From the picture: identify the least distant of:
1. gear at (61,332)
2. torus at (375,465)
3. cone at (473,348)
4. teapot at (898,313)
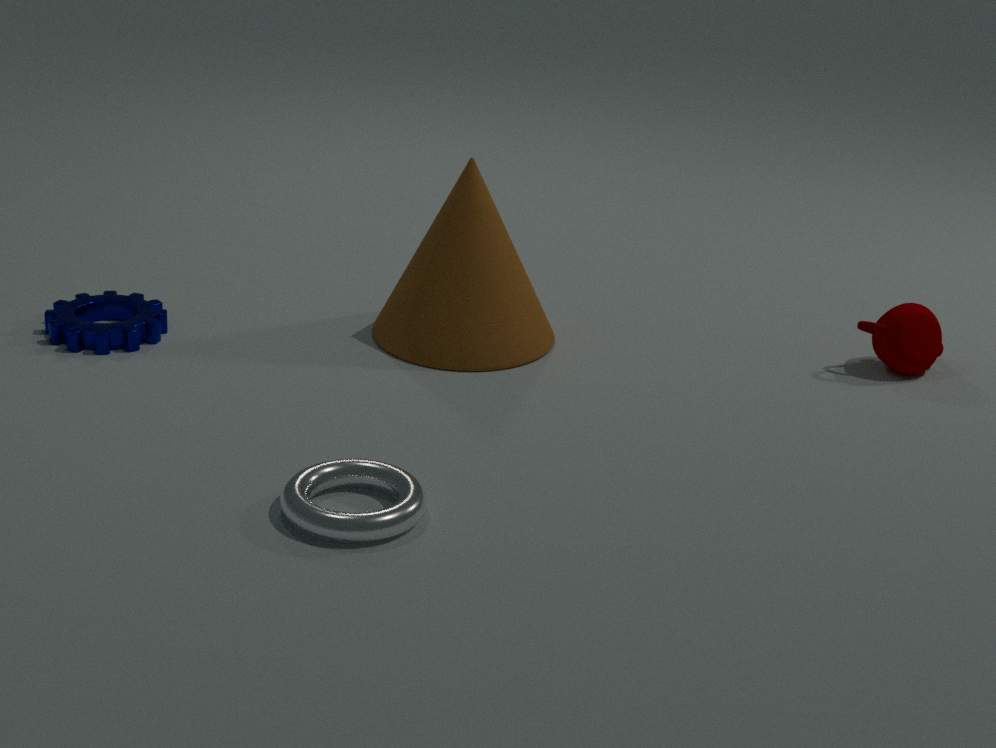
torus at (375,465)
